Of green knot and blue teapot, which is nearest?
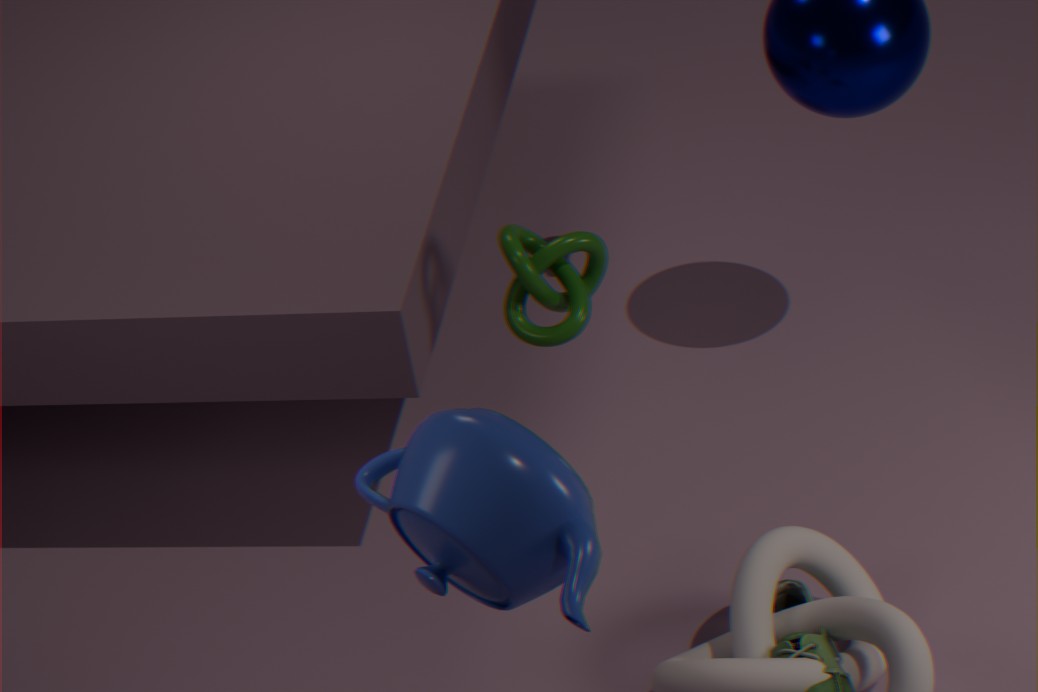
blue teapot
